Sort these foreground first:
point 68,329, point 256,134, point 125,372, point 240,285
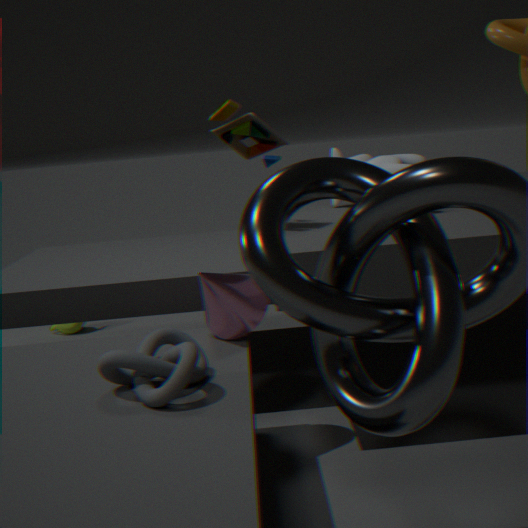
point 125,372
point 240,285
point 256,134
point 68,329
